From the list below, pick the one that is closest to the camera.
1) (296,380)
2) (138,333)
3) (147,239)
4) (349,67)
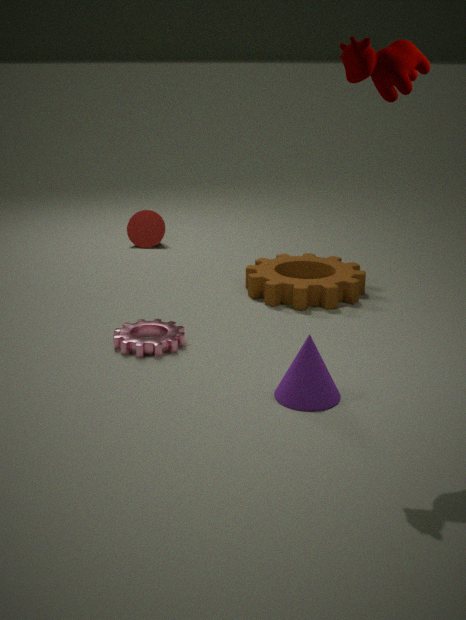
4. (349,67)
